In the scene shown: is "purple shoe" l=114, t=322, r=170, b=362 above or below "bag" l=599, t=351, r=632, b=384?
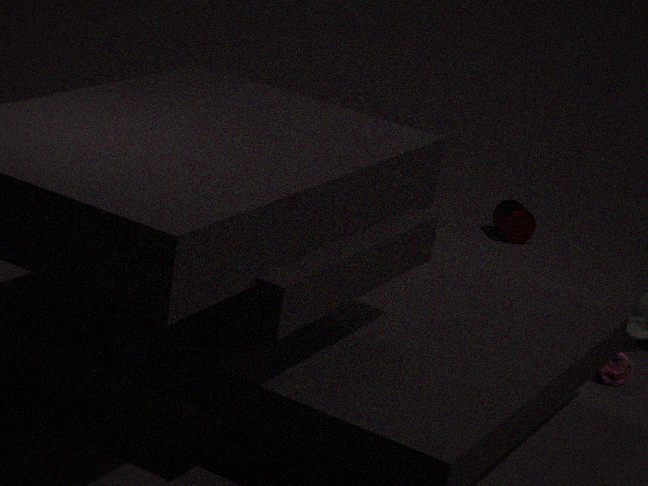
above
